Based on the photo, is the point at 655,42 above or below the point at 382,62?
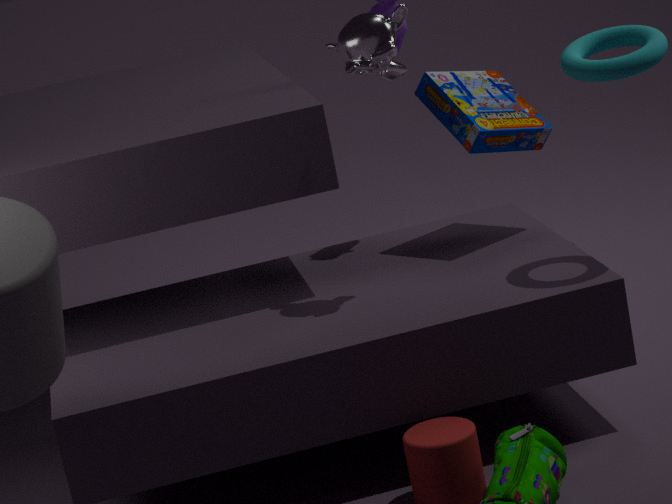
below
